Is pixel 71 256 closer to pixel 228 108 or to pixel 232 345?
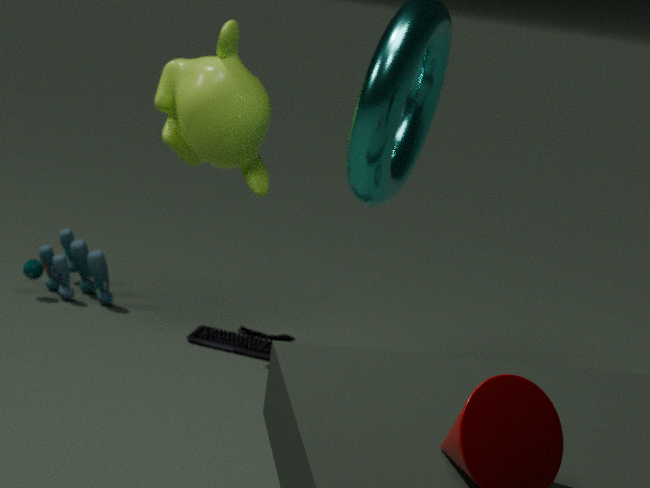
pixel 232 345
